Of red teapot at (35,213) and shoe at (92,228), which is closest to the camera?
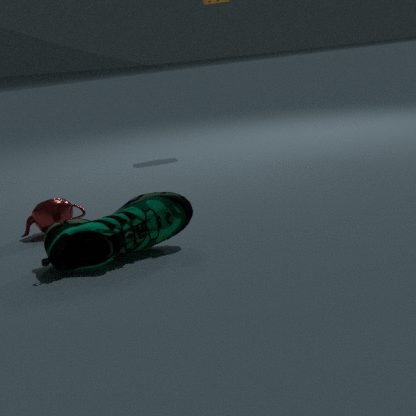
shoe at (92,228)
